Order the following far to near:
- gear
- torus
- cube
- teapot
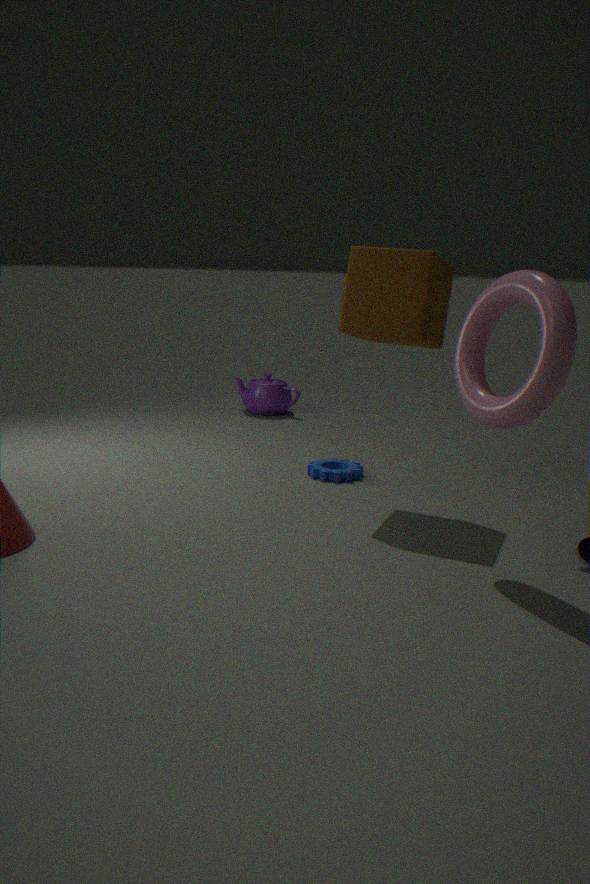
teapot → gear → cube → torus
